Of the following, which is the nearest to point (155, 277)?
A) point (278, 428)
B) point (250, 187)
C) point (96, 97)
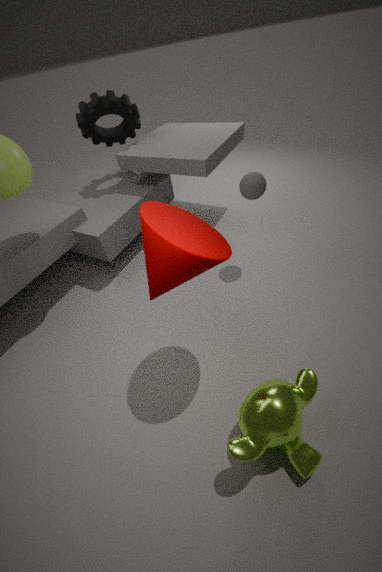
point (278, 428)
